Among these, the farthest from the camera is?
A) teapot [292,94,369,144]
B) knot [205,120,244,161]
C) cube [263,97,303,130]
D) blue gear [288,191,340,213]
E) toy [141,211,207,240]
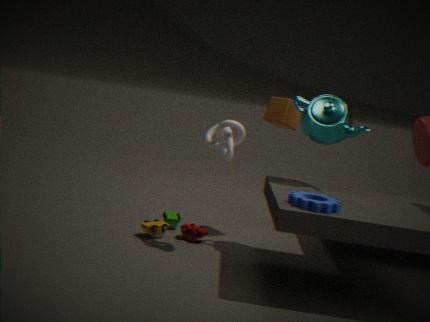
cube [263,97,303,130]
